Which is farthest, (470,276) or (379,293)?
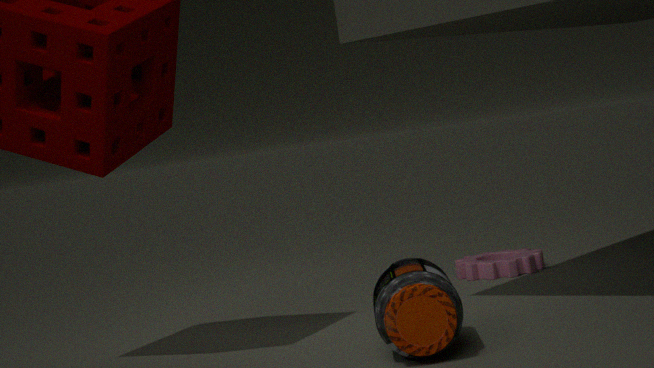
(470,276)
